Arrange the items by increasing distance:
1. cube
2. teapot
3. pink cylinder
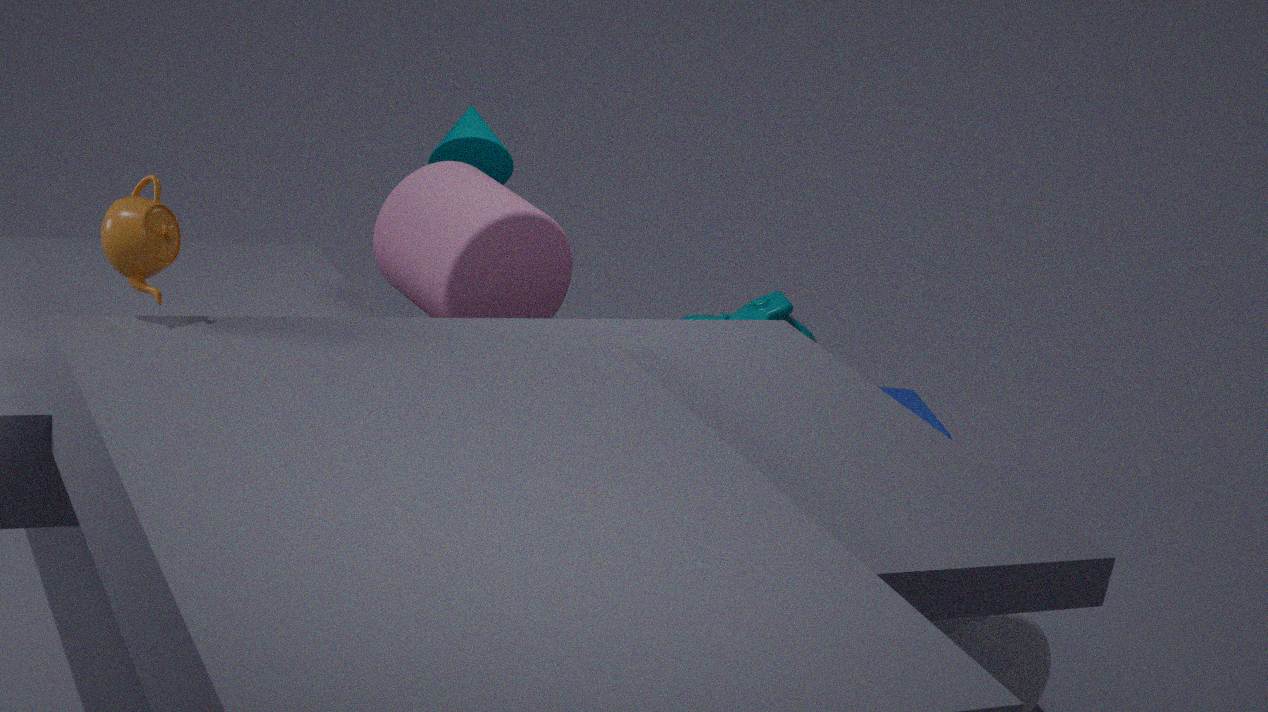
teapot
pink cylinder
cube
